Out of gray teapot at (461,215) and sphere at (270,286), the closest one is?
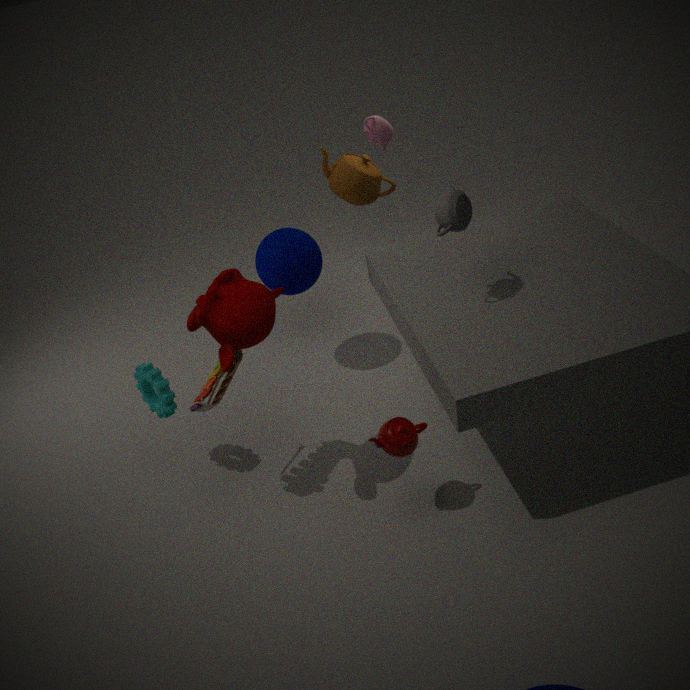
gray teapot at (461,215)
